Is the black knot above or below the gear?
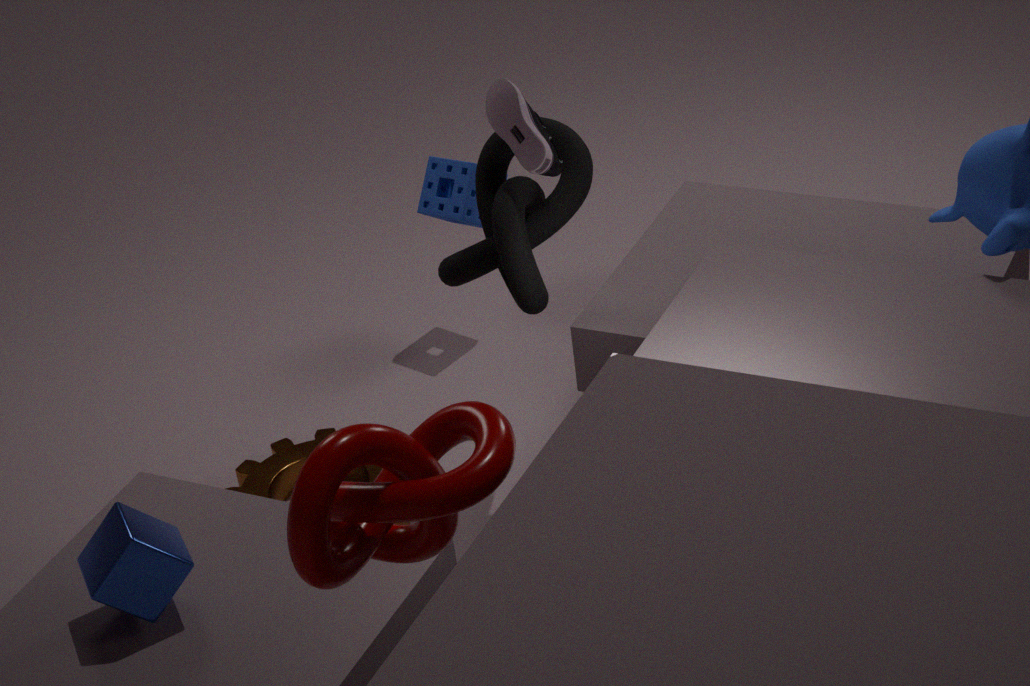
above
